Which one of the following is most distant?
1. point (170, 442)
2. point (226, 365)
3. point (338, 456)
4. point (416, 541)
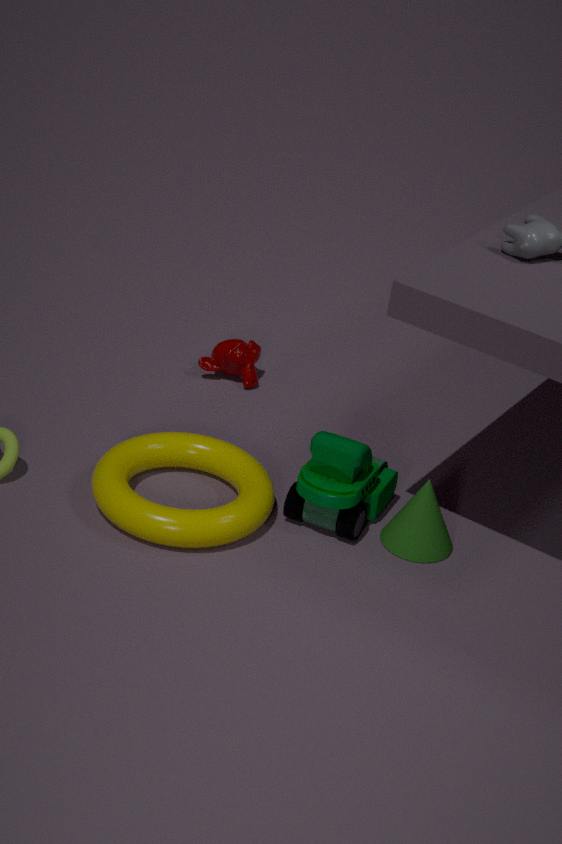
point (226, 365)
